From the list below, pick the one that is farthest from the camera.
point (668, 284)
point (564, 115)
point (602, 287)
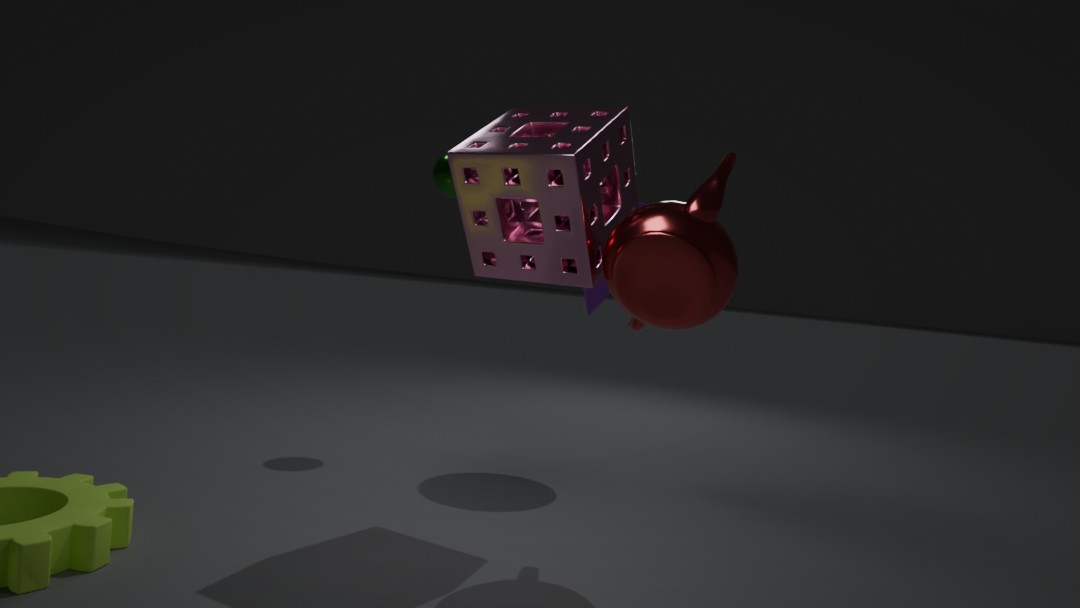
point (602, 287)
